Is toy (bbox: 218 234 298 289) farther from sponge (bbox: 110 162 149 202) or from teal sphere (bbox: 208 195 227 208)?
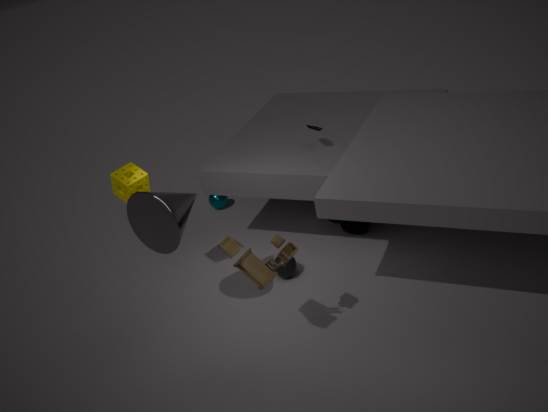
teal sphere (bbox: 208 195 227 208)
